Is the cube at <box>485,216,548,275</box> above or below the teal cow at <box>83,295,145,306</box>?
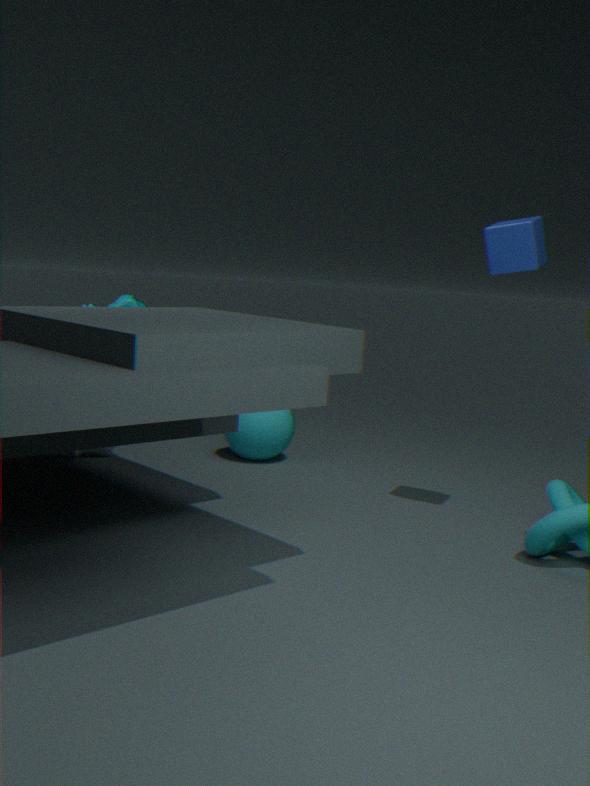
above
